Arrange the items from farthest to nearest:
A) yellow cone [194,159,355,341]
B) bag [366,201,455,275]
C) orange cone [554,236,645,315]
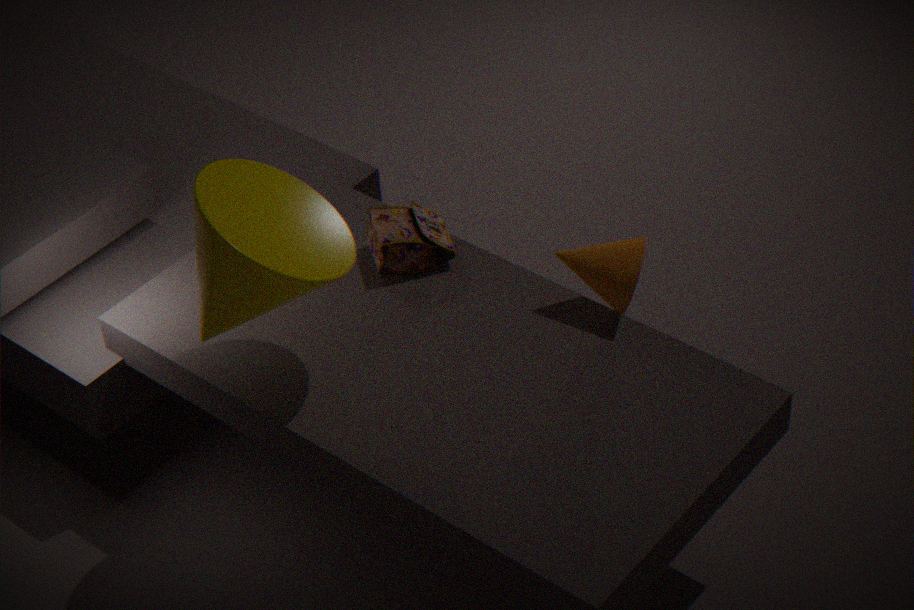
bag [366,201,455,275] < orange cone [554,236,645,315] < yellow cone [194,159,355,341]
